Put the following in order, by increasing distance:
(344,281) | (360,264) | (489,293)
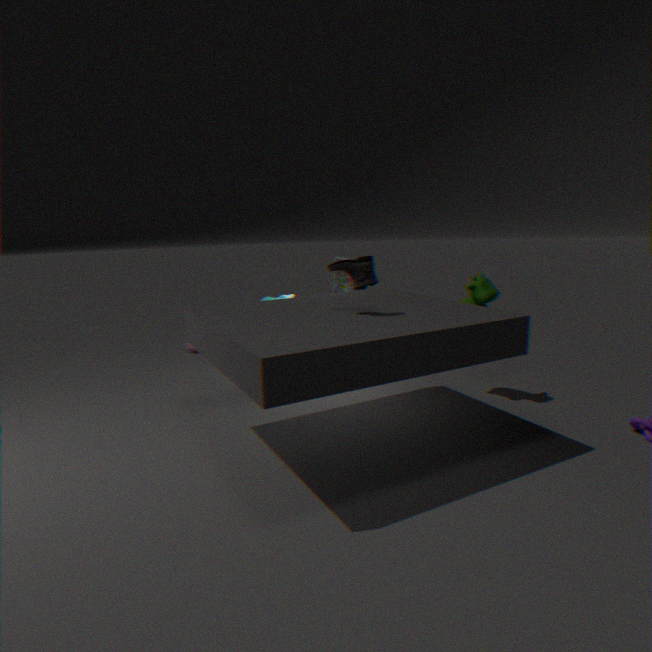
(360,264), (489,293), (344,281)
